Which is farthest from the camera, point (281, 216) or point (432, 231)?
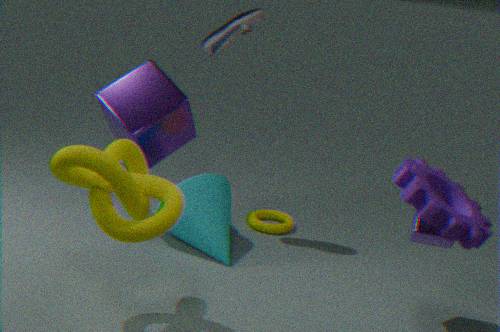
point (281, 216)
